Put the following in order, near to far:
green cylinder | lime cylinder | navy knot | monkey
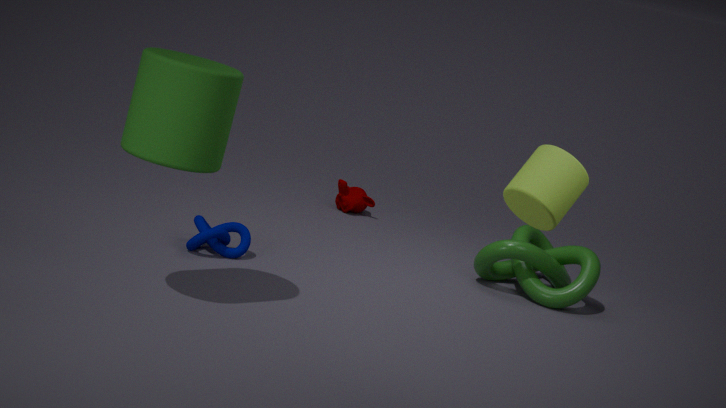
lime cylinder < green cylinder < navy knot < monkey
